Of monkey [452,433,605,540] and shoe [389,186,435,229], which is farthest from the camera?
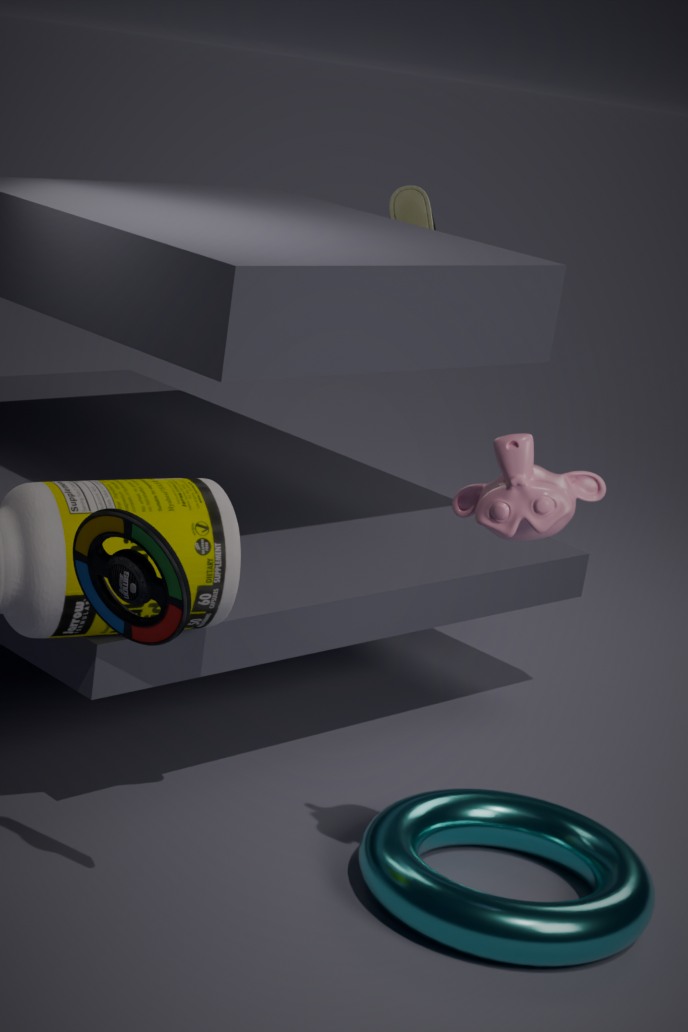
shoe [389,186,435,229]
